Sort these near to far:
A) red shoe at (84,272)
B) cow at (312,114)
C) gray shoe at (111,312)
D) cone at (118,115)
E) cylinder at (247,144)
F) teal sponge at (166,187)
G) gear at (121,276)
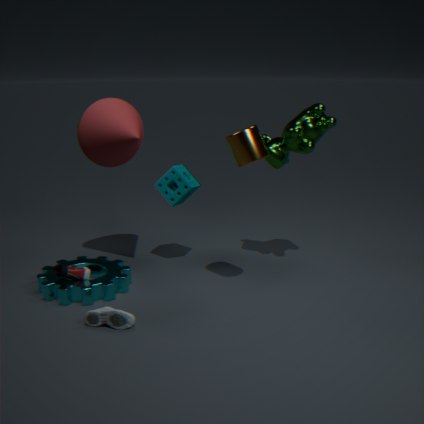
1. gray shoe at (111,312)
2. cylinder at (247,144)
3. gear at (121,276)
4. red shoe at (84,272)
5. cow at (312,114)
6. cone at (118,115)
7. teal sponge at (166,187)
